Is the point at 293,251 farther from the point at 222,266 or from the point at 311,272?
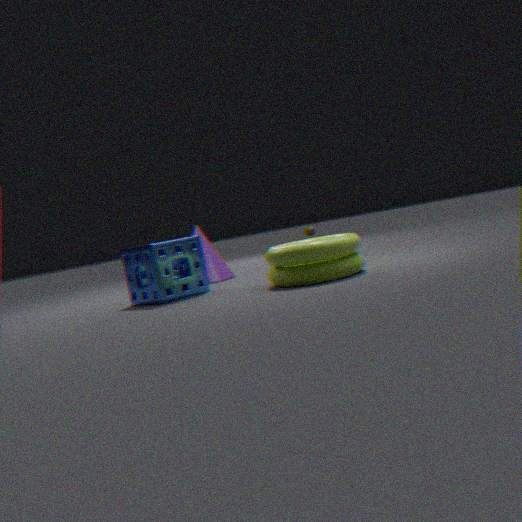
the point at 222,266
